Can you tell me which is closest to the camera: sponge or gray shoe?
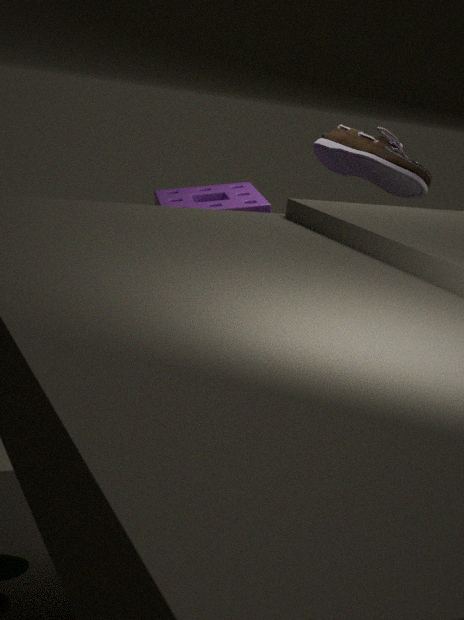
gray shoe
